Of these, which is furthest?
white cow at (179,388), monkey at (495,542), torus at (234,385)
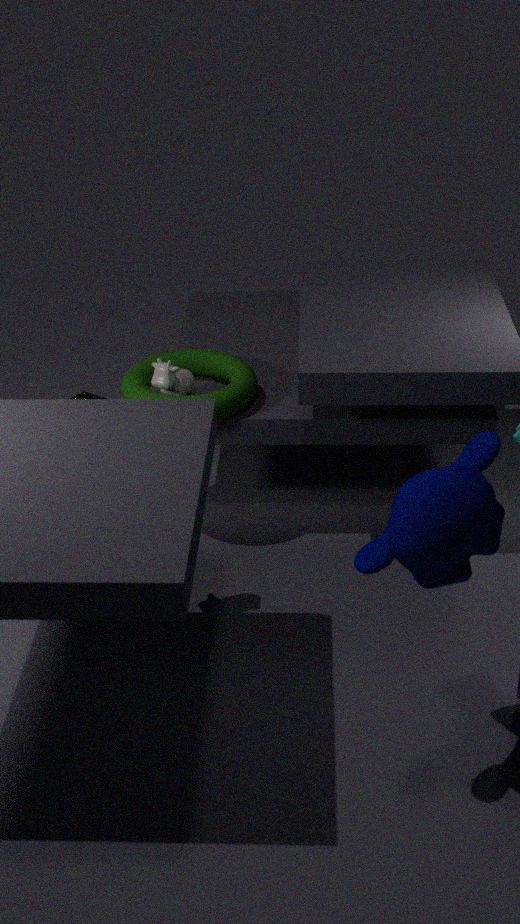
white cow at (179,388)
